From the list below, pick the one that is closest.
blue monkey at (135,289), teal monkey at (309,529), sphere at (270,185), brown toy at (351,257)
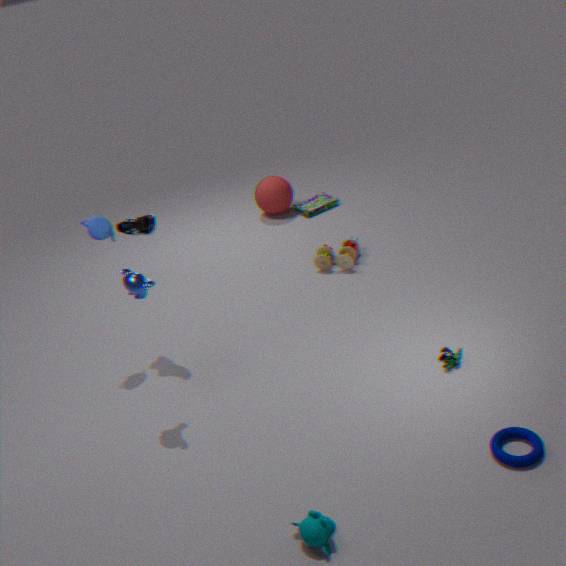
teal monkey at (309,529)
